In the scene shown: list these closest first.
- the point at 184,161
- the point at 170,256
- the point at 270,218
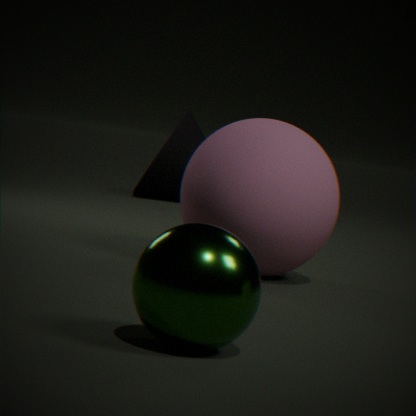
the point at 170,256 < the point at 270,218 < the point at 184,161
